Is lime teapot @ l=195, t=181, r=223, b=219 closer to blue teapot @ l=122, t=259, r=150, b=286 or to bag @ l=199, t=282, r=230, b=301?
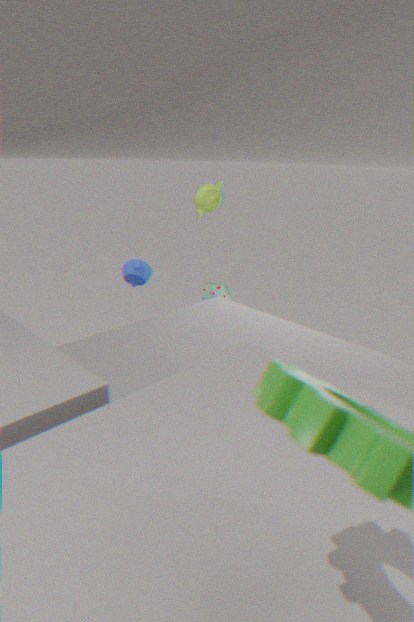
bag @ l=199, t=282, r=230, b=301
